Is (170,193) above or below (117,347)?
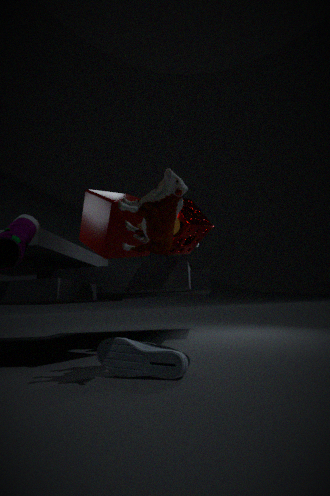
above
